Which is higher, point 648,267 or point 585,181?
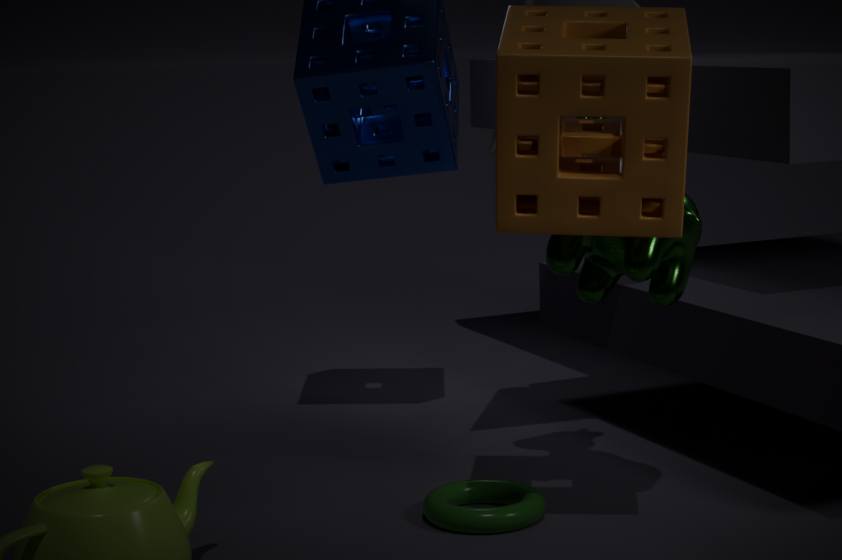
point 585,181
